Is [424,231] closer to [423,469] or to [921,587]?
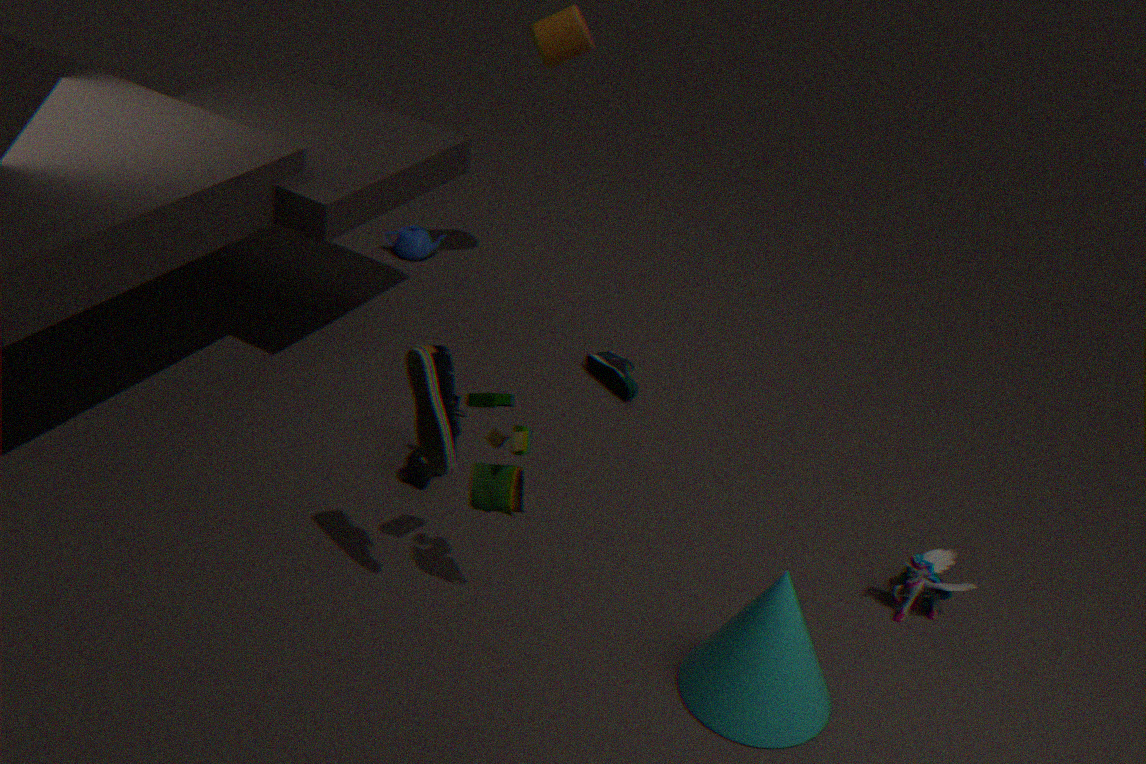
[423,469]
